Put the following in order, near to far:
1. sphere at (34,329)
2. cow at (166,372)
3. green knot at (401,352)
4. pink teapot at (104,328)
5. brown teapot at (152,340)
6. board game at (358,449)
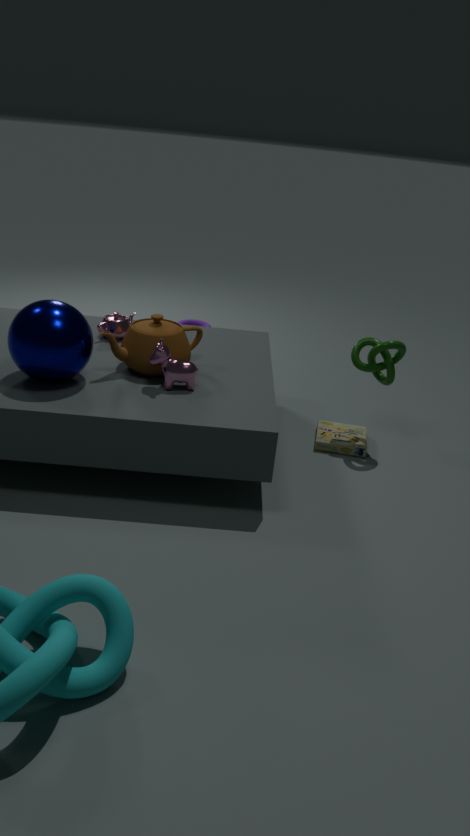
sphere at (34,329) → cow at (166,372) → brown teapot at (152,340) → green knot at (401,352) → board game at (358,449) → pink teapot at (104,328)
